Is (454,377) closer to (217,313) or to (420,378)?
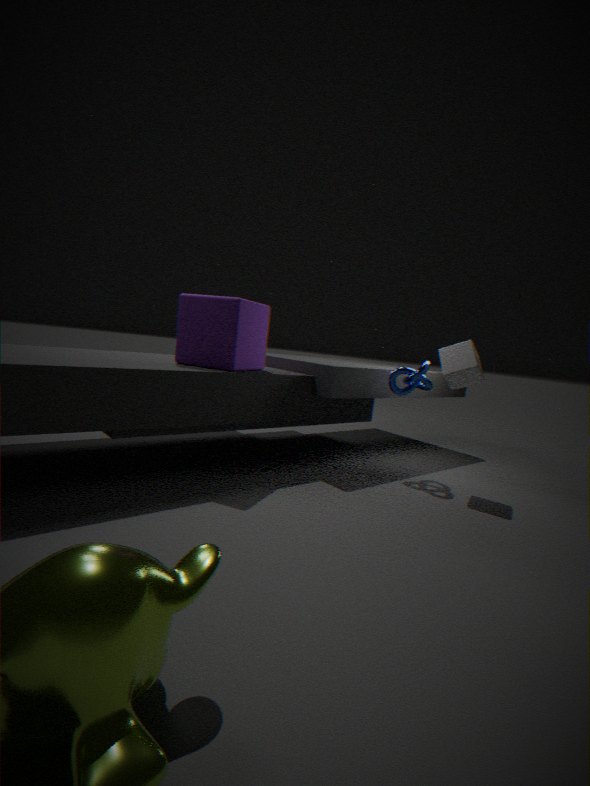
(420,378)
